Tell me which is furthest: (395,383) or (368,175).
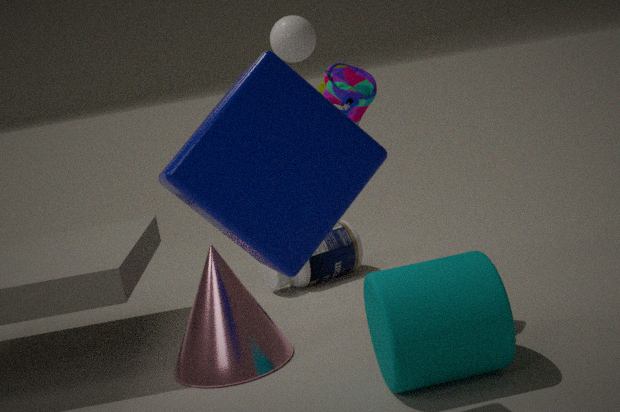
(395,383)
